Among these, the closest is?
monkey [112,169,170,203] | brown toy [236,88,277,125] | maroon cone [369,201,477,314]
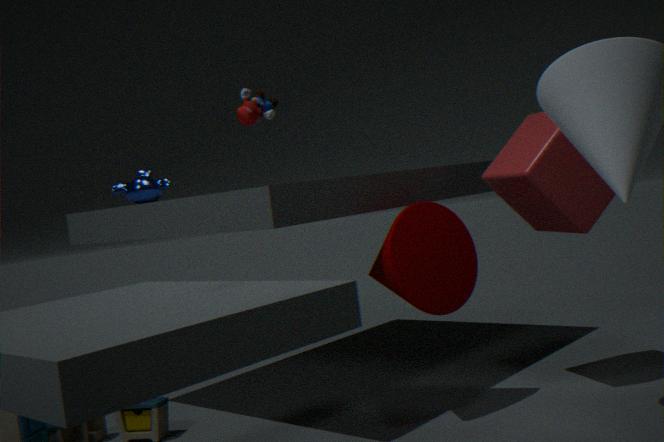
brown toy [236,88,277,125]
